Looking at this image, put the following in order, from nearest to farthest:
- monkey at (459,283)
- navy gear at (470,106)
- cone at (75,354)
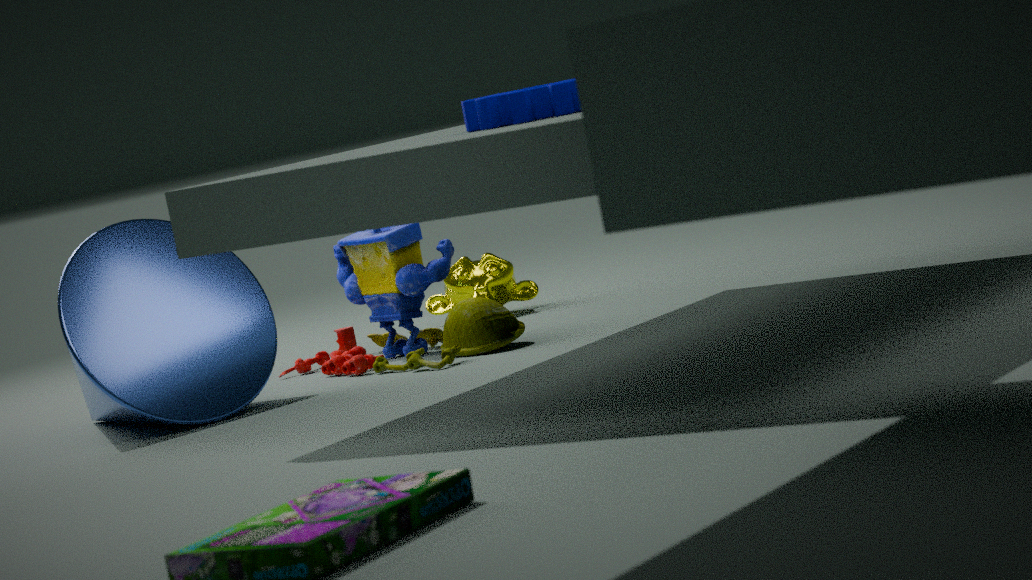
1. navy gear at (470,106)
2. cone at (75,354)
3. monkey at (459,283)
